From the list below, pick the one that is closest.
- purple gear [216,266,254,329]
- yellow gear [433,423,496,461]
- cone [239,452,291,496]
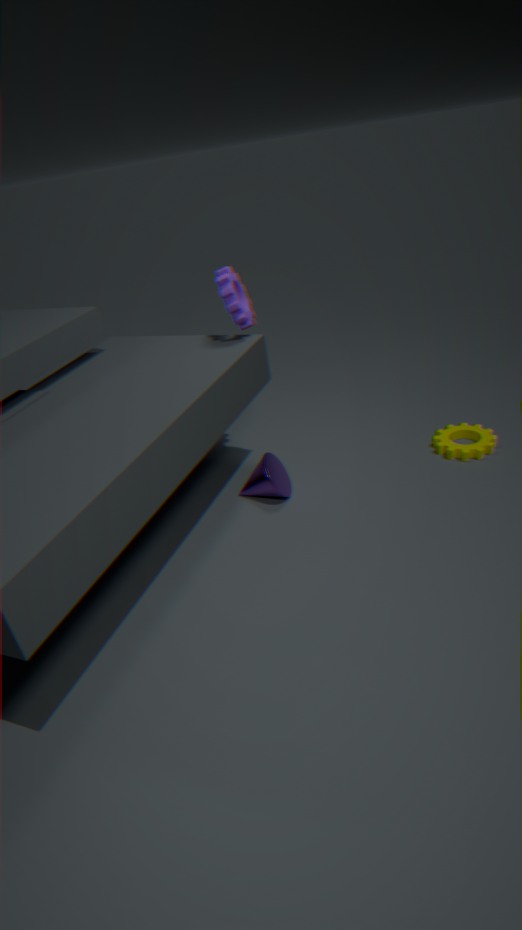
purple gear [216,266,254,329]
